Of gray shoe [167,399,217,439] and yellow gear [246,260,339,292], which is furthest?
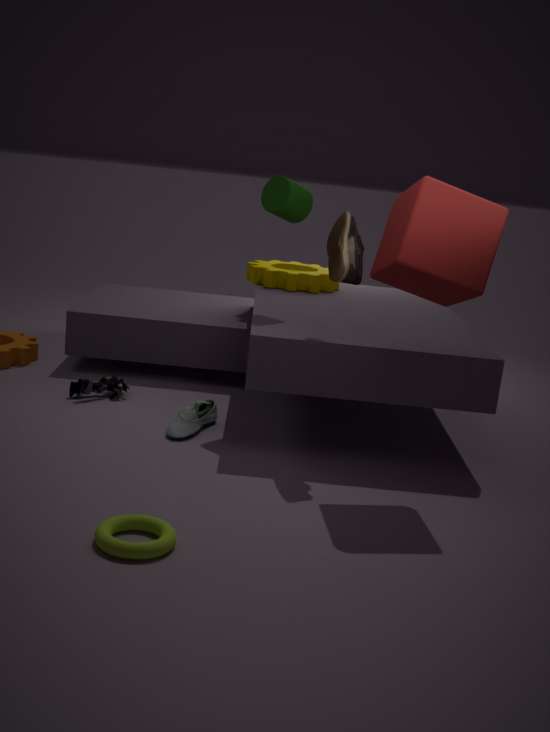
yellow gear [246,260,339,292]
